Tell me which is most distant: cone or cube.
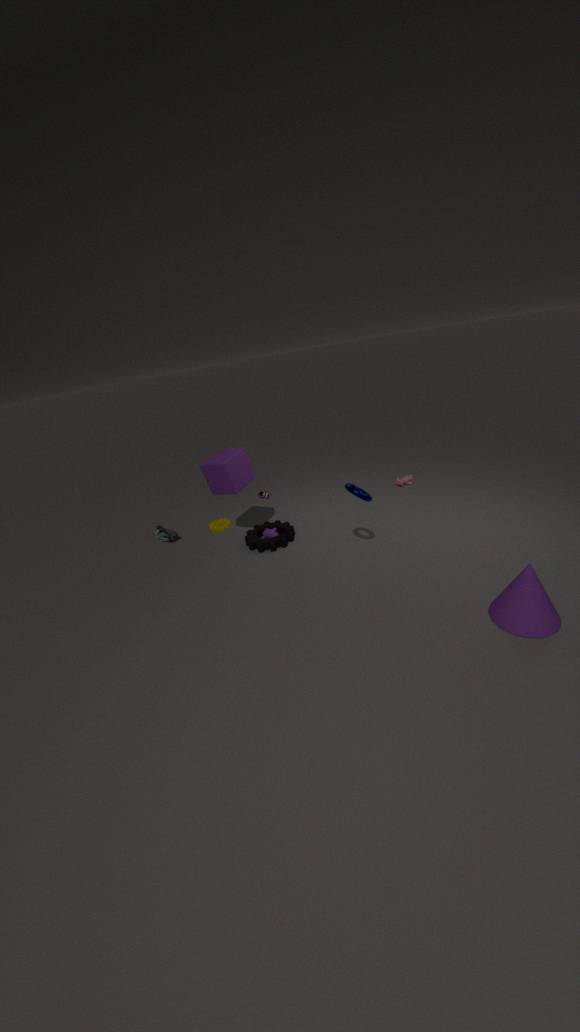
cube
